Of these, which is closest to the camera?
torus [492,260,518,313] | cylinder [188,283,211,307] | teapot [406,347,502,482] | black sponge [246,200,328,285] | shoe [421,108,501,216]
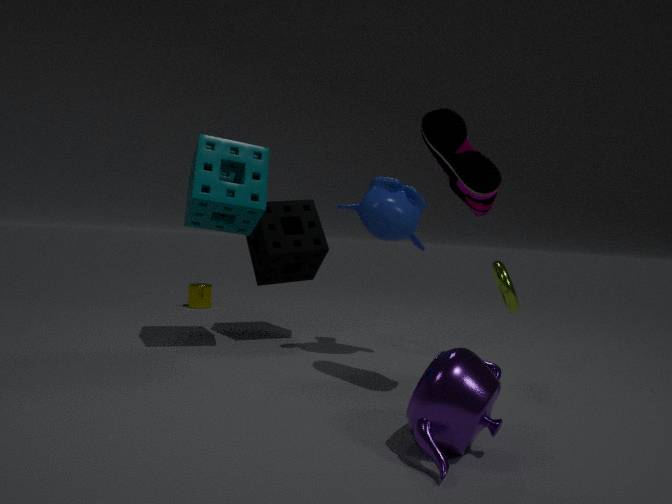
teapot [406,347,502,482]
